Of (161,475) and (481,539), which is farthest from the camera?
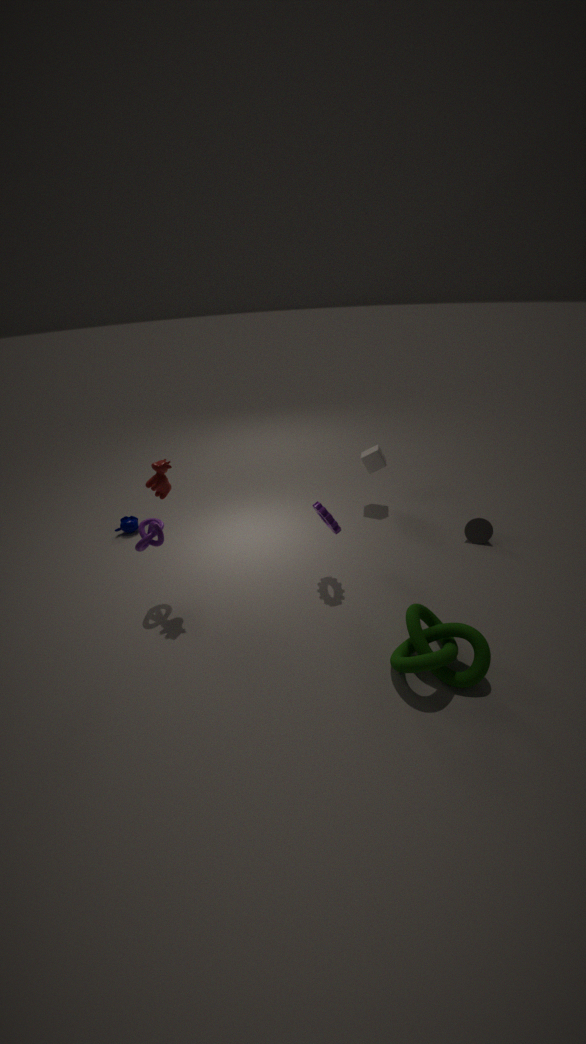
(481,539)
